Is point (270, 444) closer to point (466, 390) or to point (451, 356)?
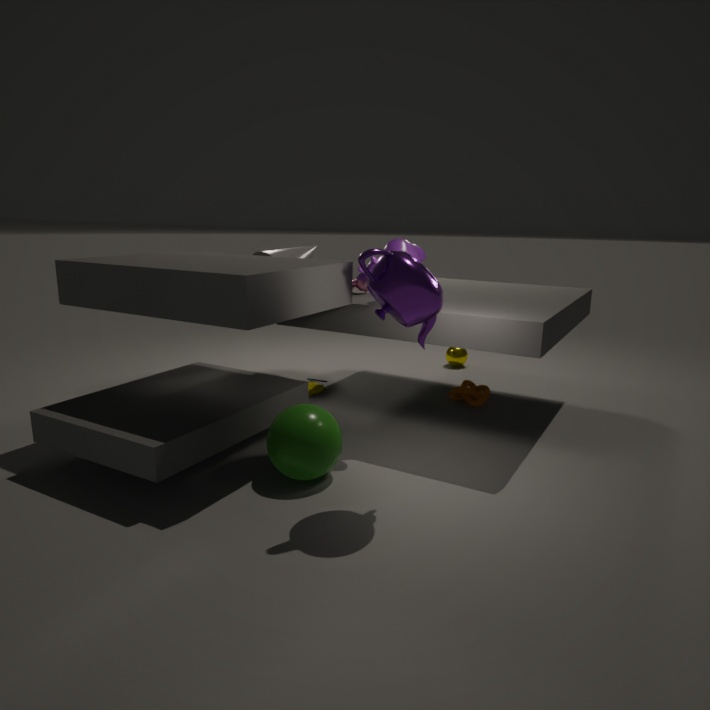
point (466, 390)
